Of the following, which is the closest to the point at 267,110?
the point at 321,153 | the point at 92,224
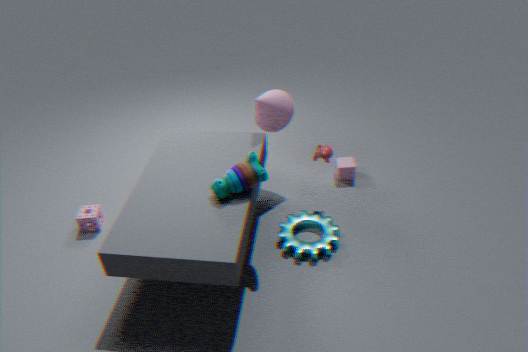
the point at 321,153
